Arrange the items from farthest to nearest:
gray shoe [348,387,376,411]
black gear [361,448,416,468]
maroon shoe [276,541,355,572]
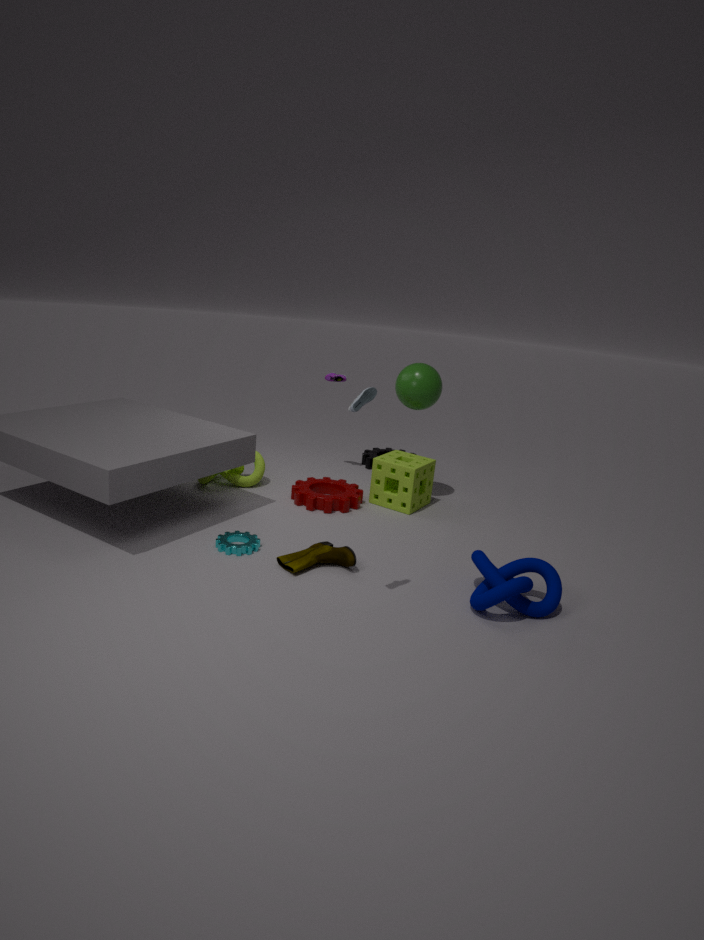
black gear [361,448,416,468] < maroon shoe [276,541,355,572] < gray shoe [348,387,376,411]
